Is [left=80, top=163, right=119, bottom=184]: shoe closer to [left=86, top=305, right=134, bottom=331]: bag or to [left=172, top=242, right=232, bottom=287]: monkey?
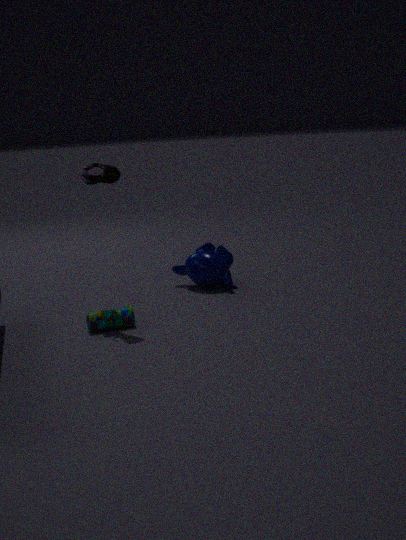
[left=86, top=305, right=134, bottom=331]: bag
